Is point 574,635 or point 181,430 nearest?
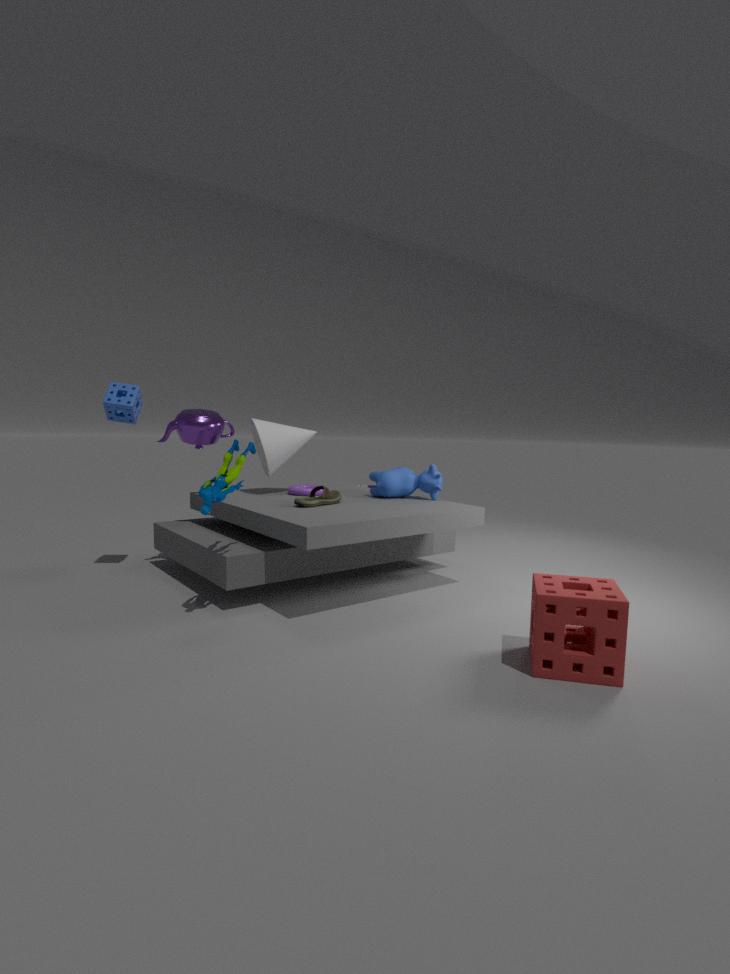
point 574,635
